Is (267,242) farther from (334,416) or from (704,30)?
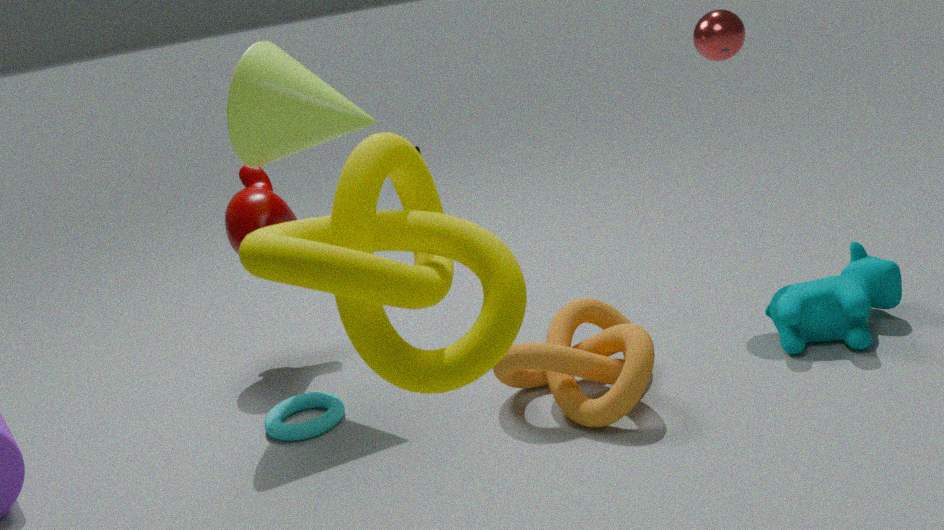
(704,30)
